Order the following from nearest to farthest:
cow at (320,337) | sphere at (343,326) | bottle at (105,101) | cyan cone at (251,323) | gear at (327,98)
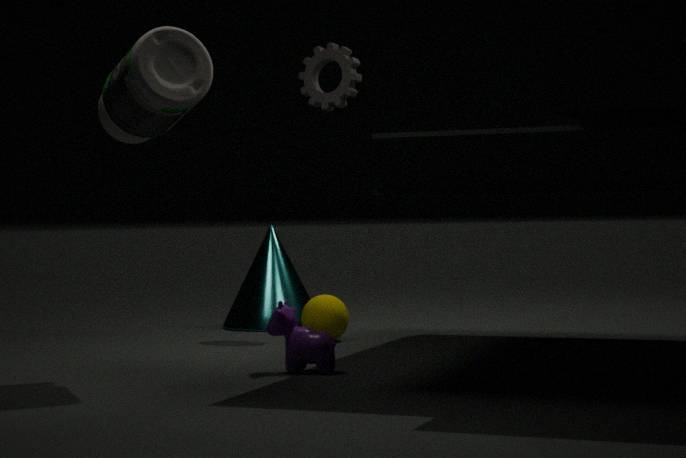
1. bottle at (105,101)
2. cow at (320,337)
3. sphere at (343,326)
4. gear at (327,98)
5. cyan cone at (251,323)
